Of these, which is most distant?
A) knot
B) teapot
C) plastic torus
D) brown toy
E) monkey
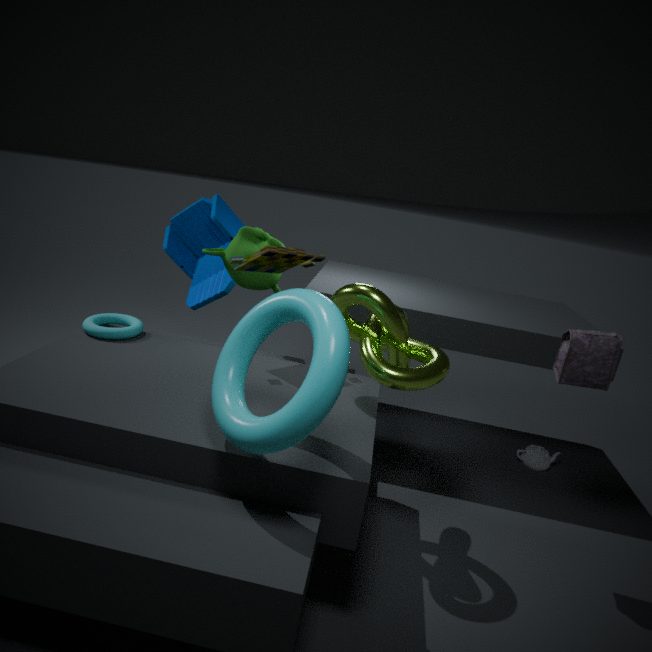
teapot
